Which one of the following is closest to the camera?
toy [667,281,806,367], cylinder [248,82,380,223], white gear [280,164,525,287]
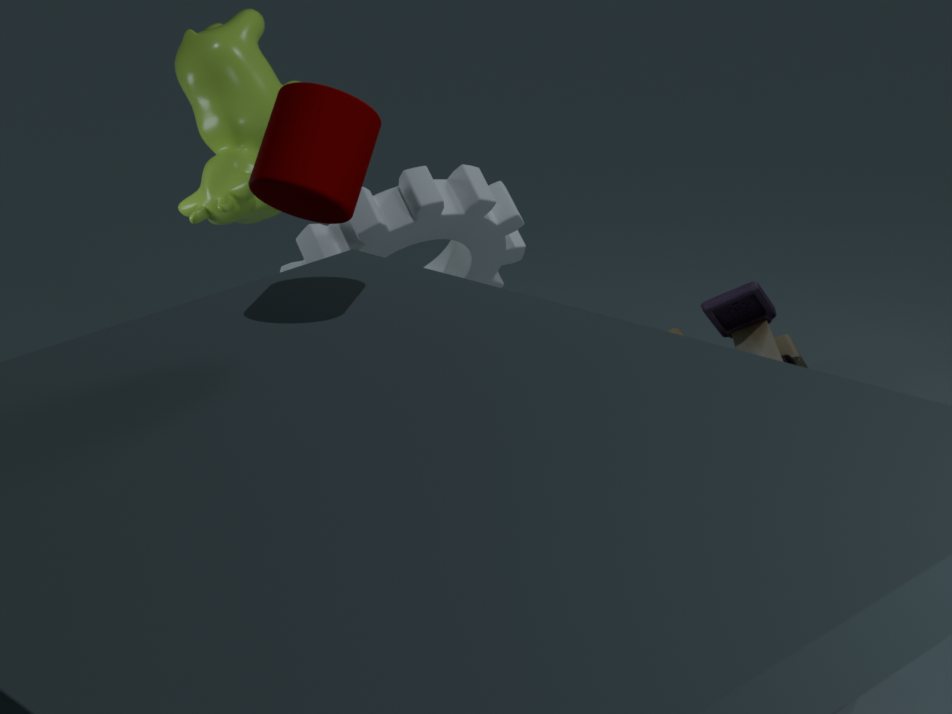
cylinder [248,82,380,223]
